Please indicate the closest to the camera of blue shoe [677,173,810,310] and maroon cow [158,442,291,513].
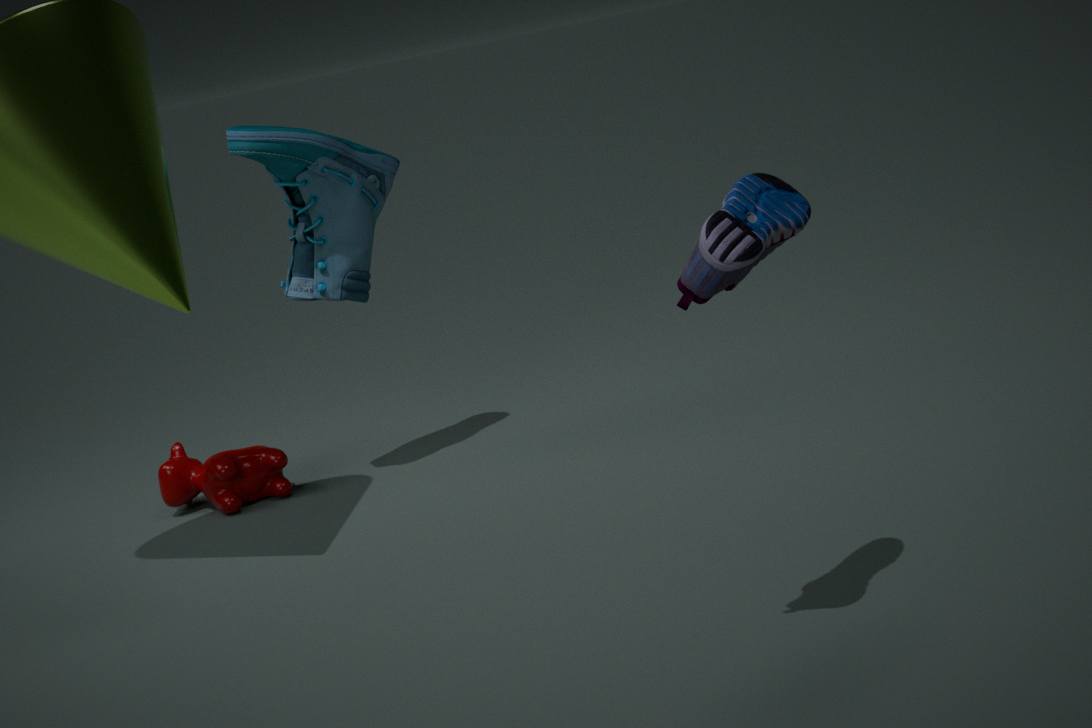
blue shoe [677,173,810,310]
